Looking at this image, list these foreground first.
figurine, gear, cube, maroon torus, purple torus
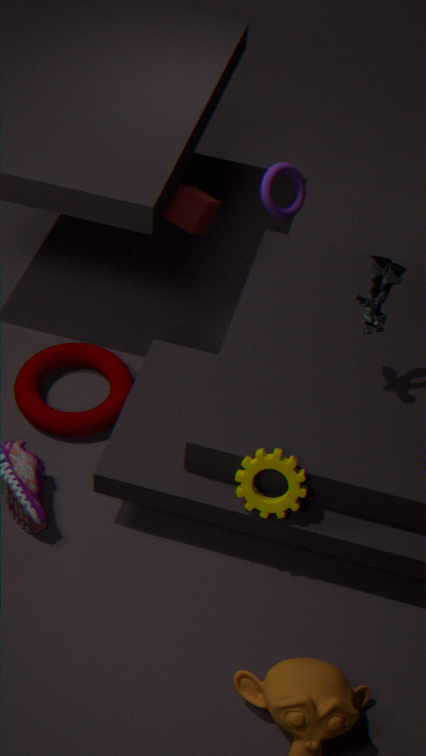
gear
figurine
maroon torus
cube
purple torus
